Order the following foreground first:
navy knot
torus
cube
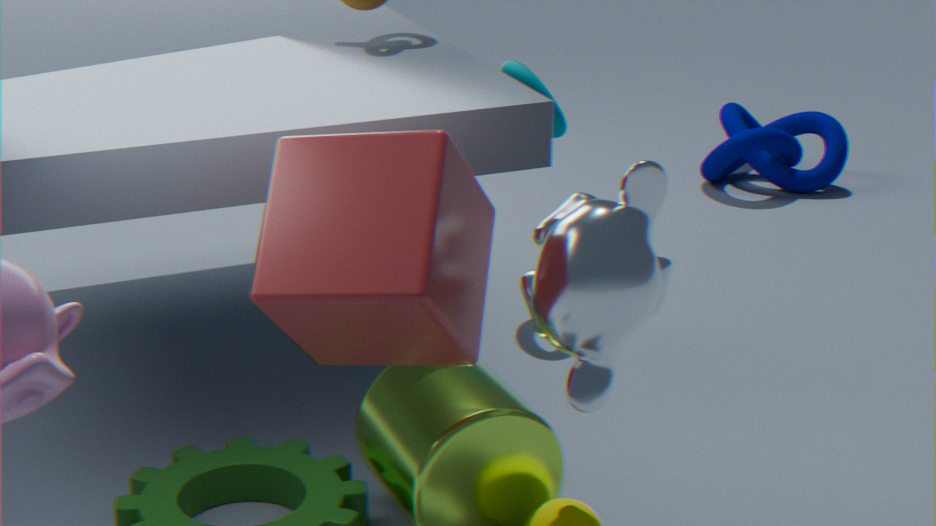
1. cube
2. torus
3. navy knot
